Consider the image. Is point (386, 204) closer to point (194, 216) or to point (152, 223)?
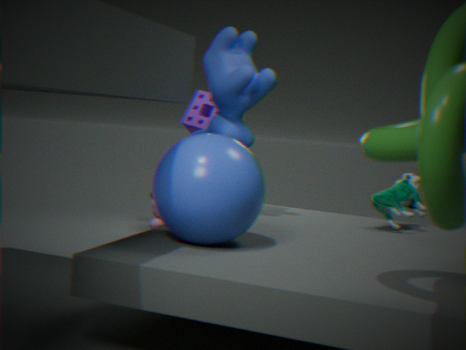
point (194, 216)
